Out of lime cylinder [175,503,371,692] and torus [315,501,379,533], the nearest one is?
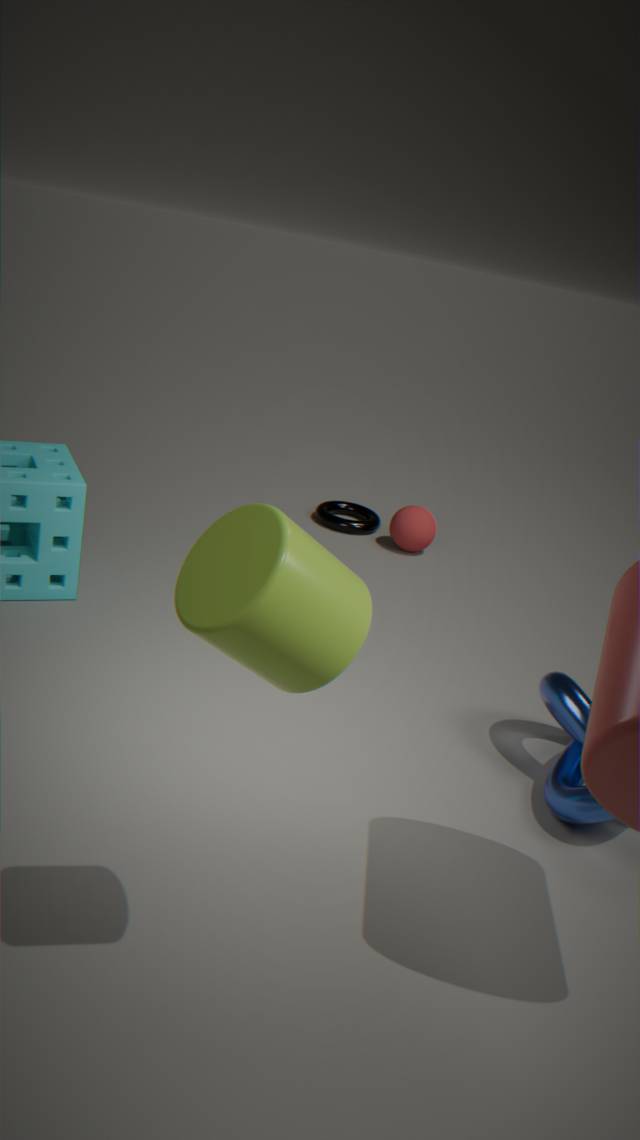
lime cylinder [175,503,371,692]
